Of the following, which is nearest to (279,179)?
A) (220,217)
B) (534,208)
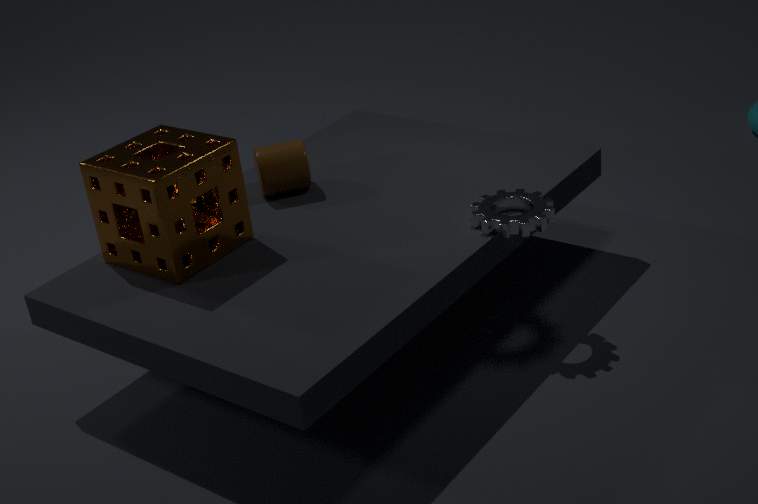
(220,217)
